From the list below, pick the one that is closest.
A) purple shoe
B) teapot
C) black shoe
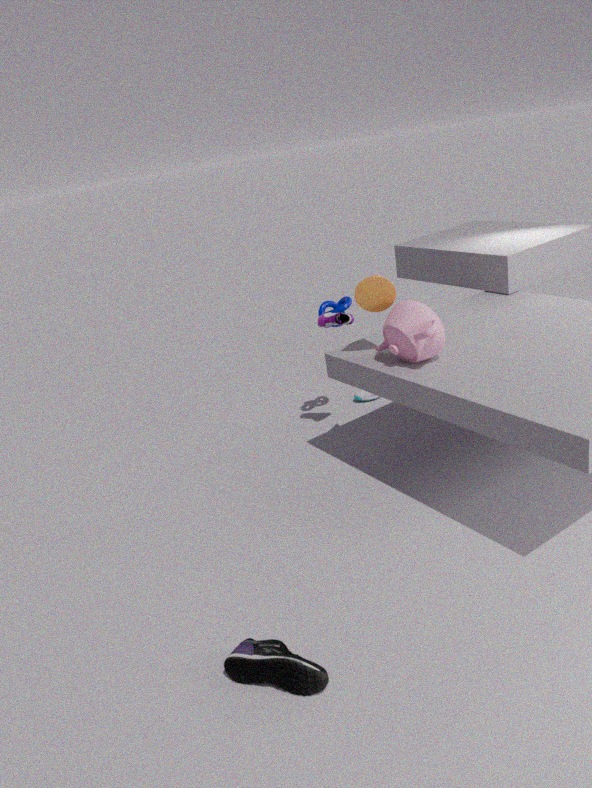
black shoe
